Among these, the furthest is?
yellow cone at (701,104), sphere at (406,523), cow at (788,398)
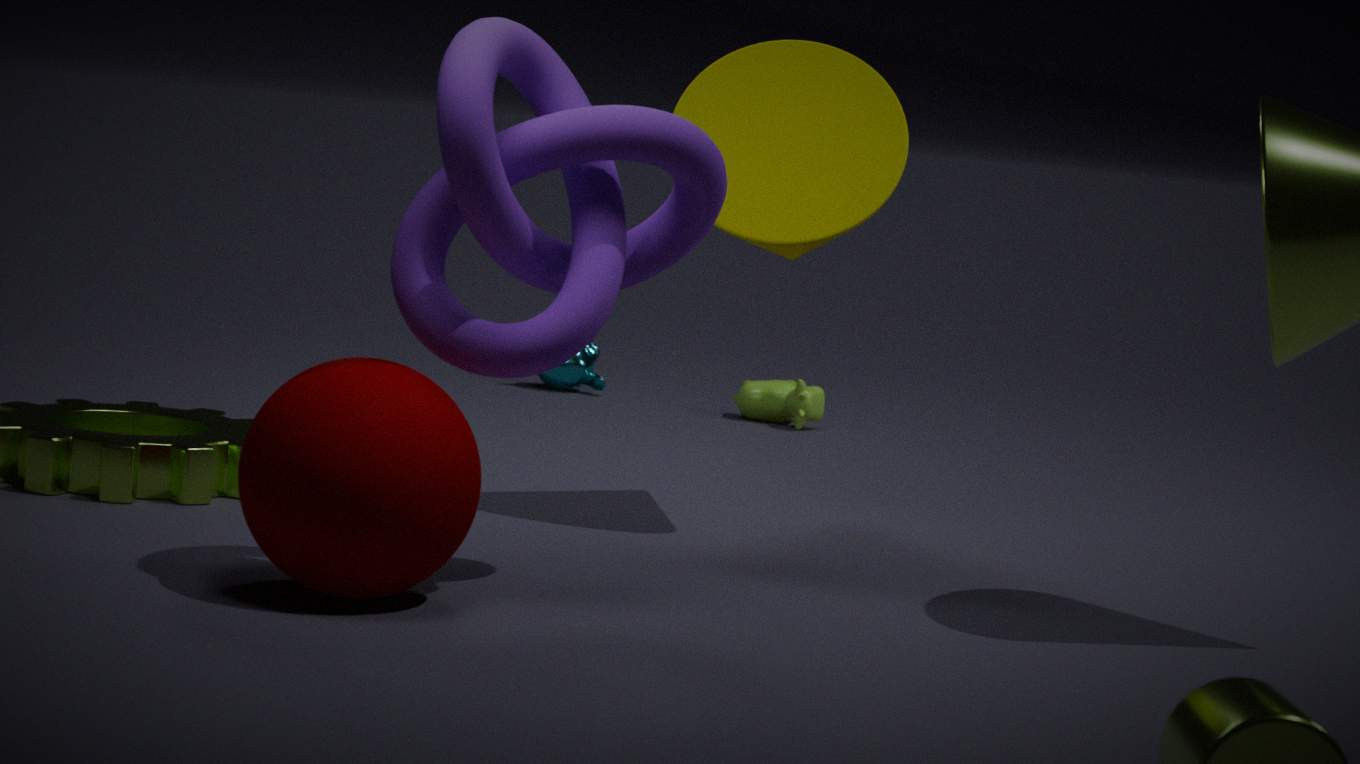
cow at (788,398)
